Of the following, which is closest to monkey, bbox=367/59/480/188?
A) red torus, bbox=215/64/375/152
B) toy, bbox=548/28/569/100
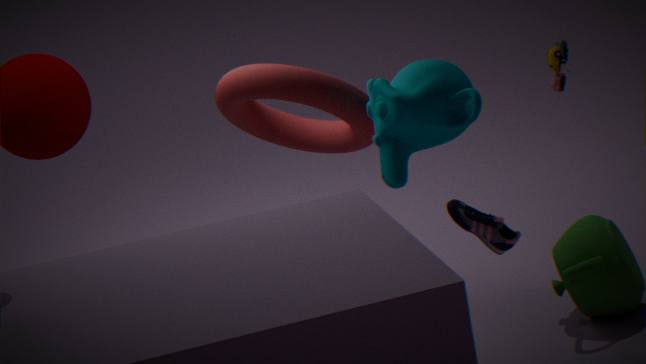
red torus, bbox=215/64/375/152
